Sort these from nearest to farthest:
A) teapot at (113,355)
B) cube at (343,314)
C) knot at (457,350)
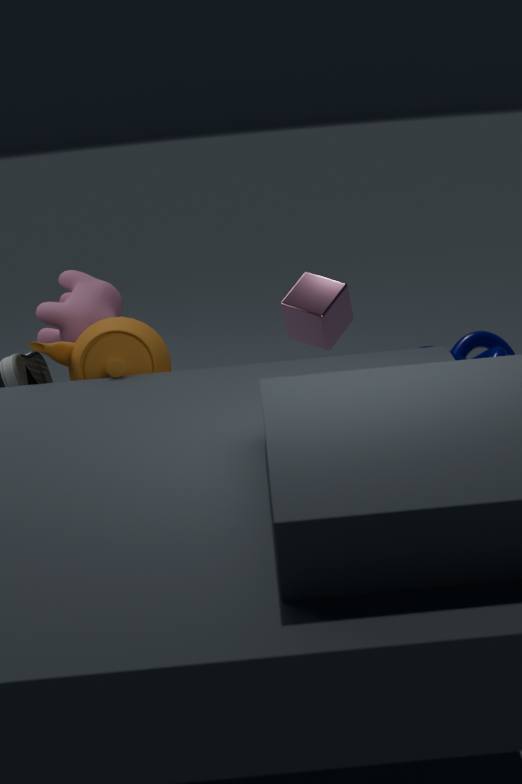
teapot at (113,355), cube at (343,314), knot at (457,350)
